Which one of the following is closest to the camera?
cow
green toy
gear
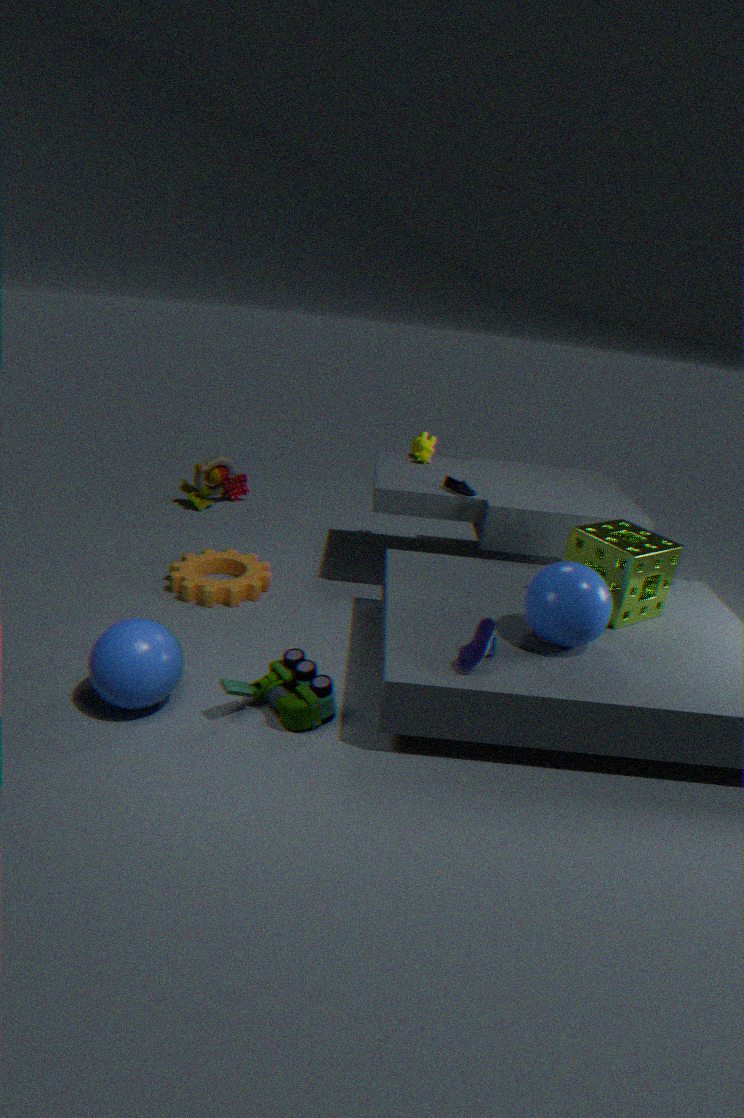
green toy
